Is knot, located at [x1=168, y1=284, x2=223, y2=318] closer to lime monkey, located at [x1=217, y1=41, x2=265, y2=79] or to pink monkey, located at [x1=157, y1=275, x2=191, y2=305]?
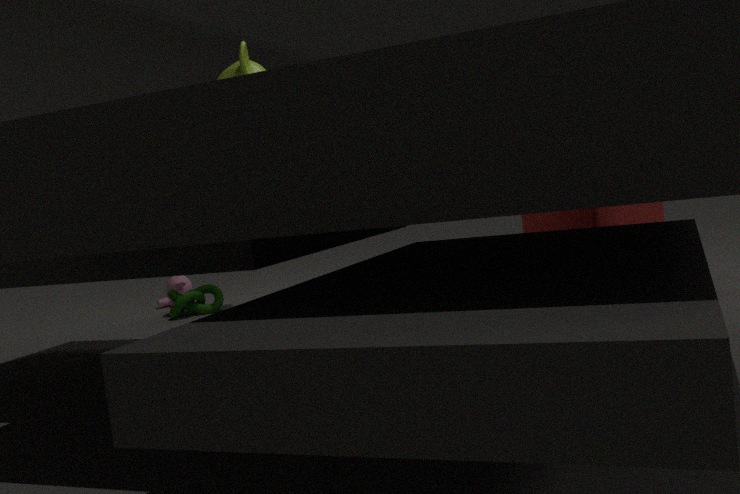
pink monkey, located at [x1=157, y1=275, x2=191, y2=305]
